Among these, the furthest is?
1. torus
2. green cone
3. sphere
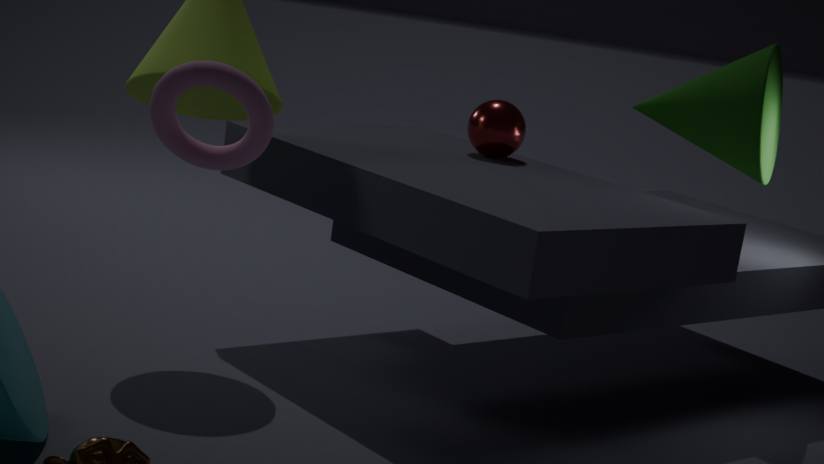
sphere
